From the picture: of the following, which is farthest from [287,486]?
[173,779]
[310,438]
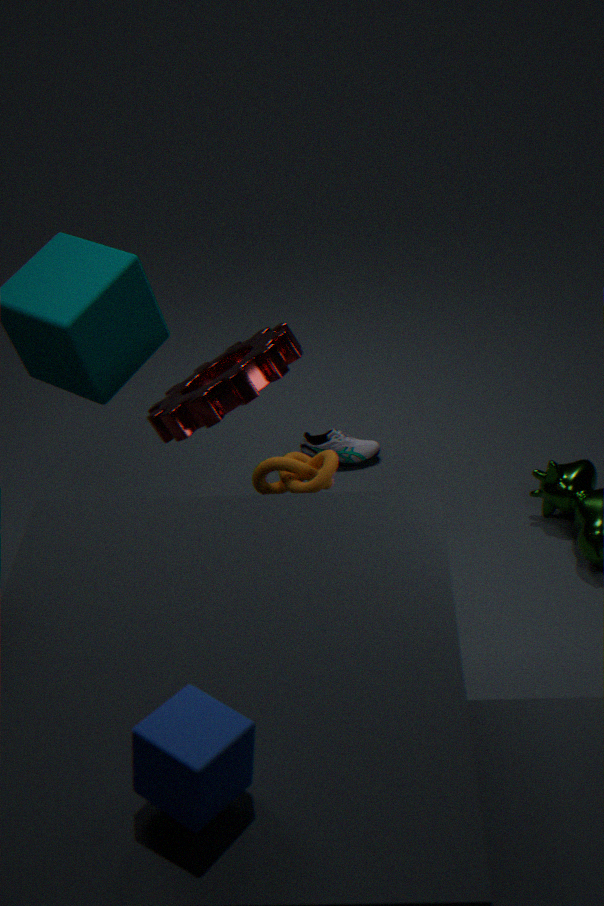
[173,779]
